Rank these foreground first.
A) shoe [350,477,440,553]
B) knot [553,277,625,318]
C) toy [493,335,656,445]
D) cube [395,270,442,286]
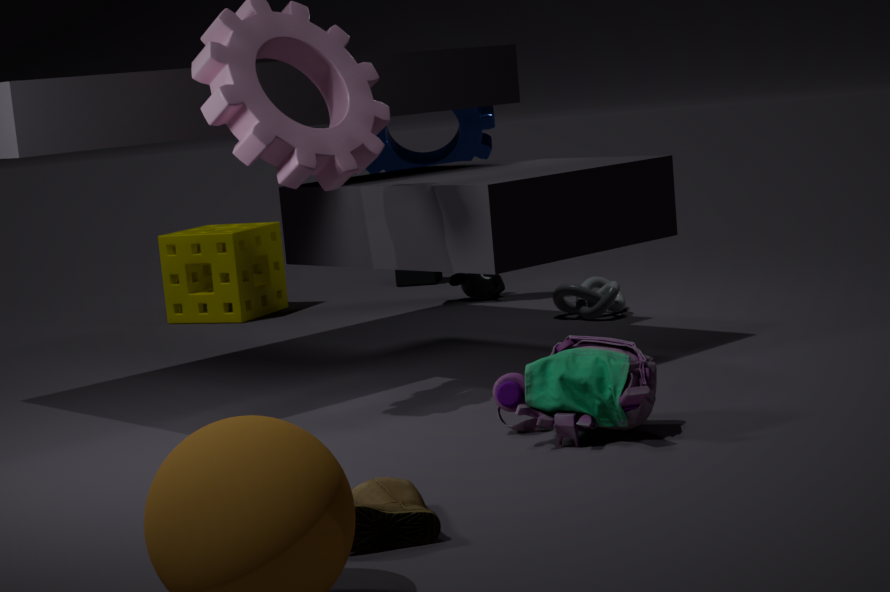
shoe [350,477,440,553] < toy [493,335,656,445] < knot [553,277,625,318] < cube [395,270,442,286]
